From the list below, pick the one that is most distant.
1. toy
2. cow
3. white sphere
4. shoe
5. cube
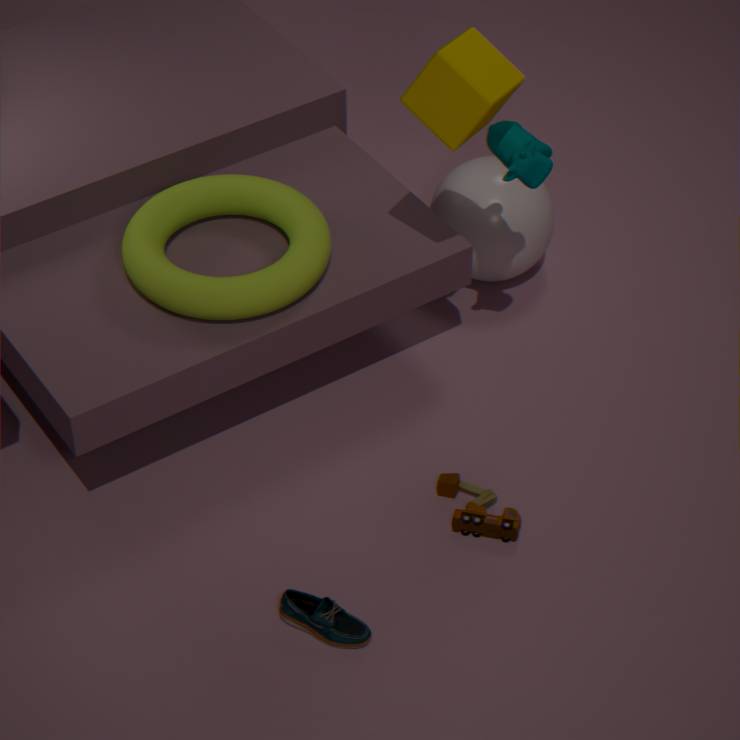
white sphere
